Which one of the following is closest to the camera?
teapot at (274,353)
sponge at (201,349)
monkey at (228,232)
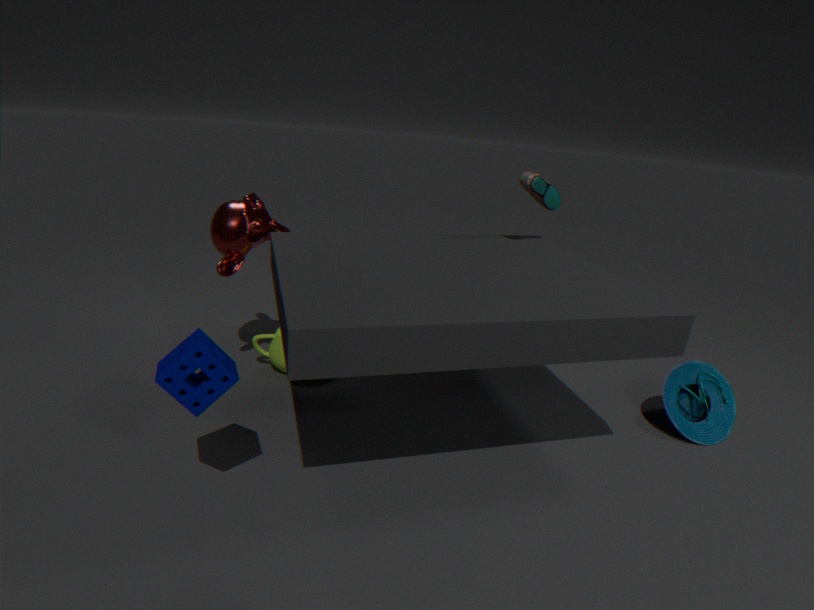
sponge at (201,349)
